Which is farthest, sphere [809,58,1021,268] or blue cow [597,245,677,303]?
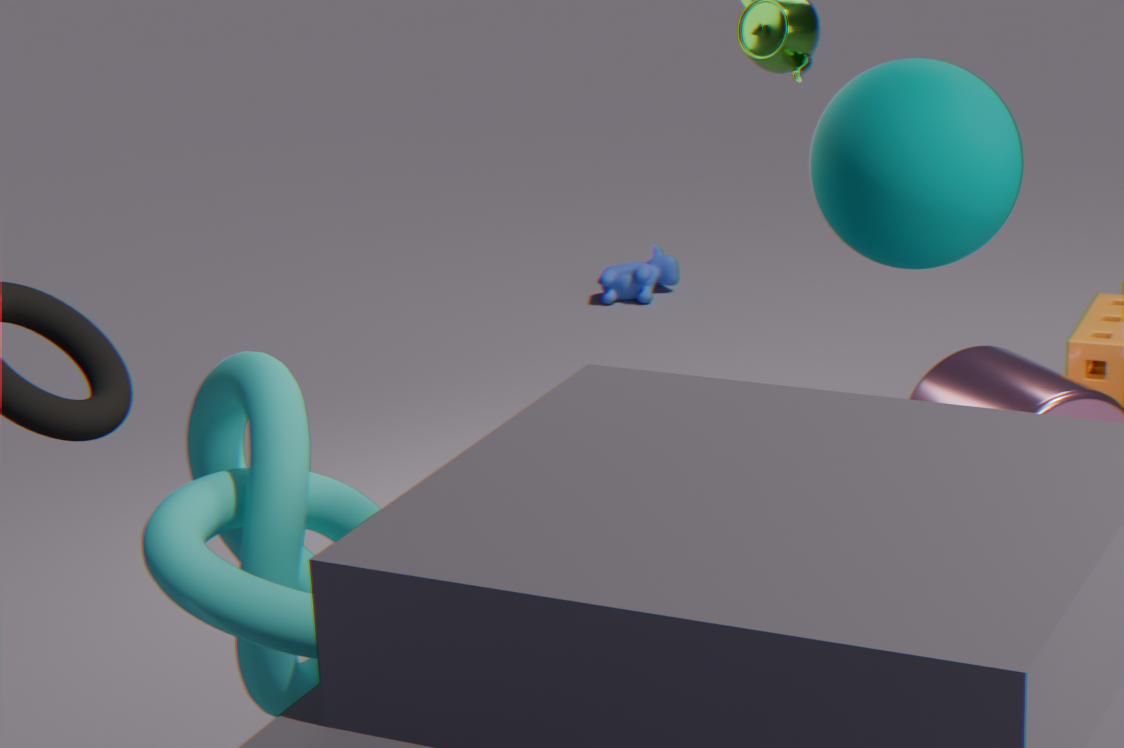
blue cow [597,245,677,303]
